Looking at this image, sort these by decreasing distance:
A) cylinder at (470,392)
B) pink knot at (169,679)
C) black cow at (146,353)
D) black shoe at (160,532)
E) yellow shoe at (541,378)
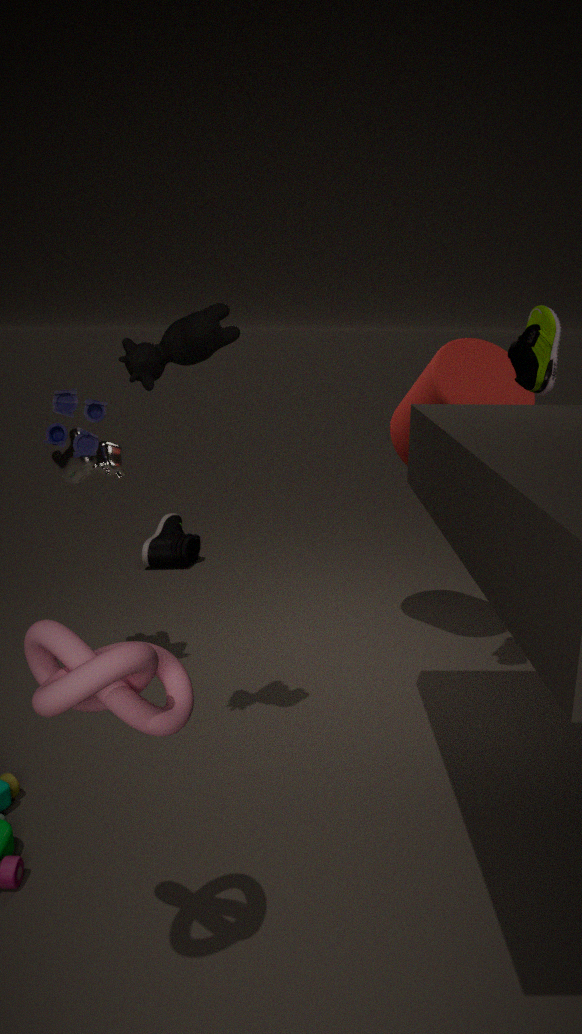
D. black shoe at (160,532) < A. cylinder at (470,392) < E. yellow shoe at (541,378) < C. black cow at (146,353) < B. pink knot at (169,679)
